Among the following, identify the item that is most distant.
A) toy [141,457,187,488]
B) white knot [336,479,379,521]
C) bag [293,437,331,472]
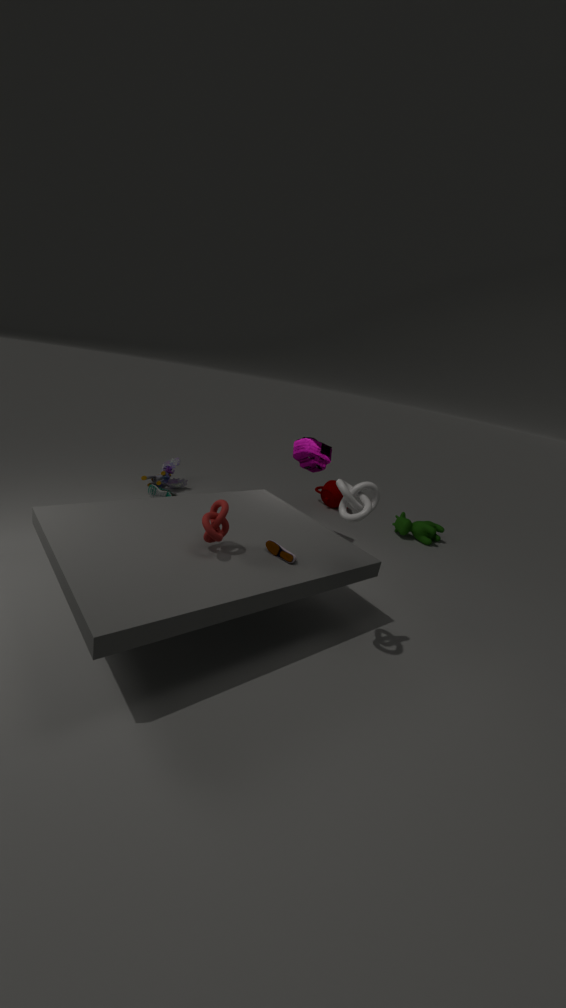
A. toy [141,457,187,488]
